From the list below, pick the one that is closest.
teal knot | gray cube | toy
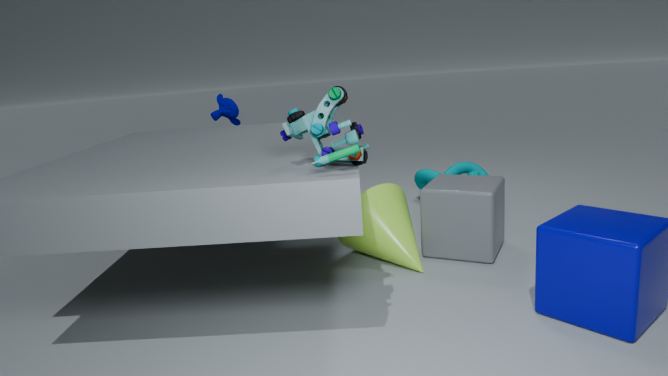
toy
